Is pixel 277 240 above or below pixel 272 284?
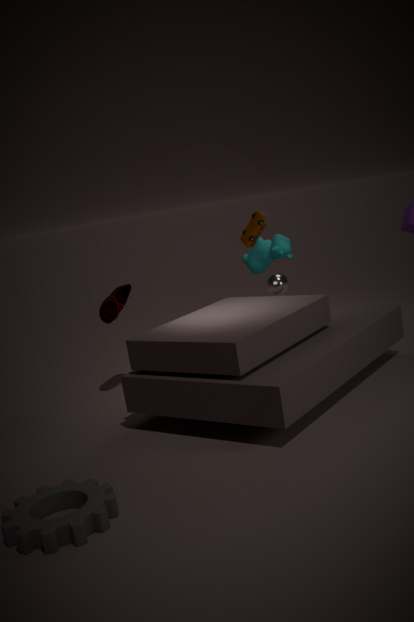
above
